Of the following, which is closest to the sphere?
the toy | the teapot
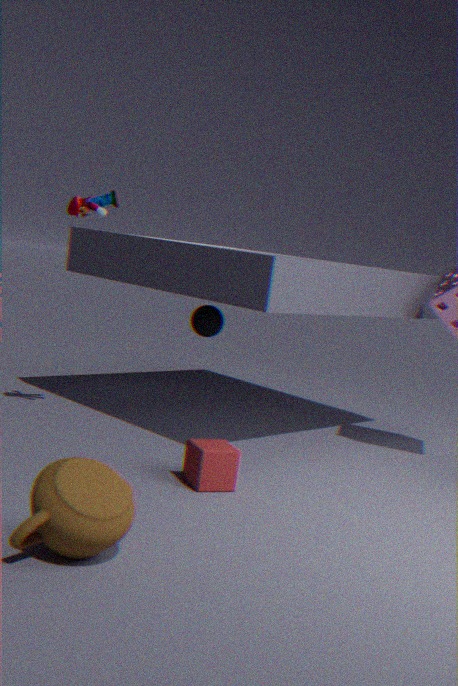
the toy
